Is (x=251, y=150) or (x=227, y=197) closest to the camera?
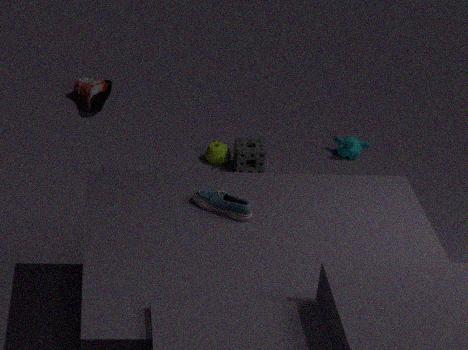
(x=227, y=197)
